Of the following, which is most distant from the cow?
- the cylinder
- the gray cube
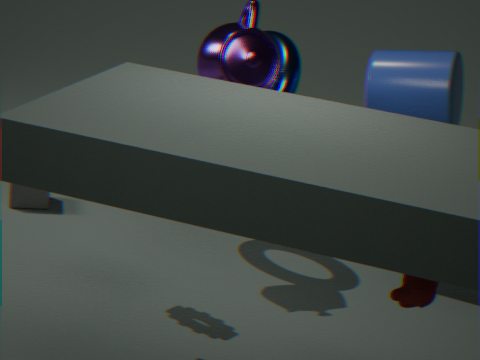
the gray cube
